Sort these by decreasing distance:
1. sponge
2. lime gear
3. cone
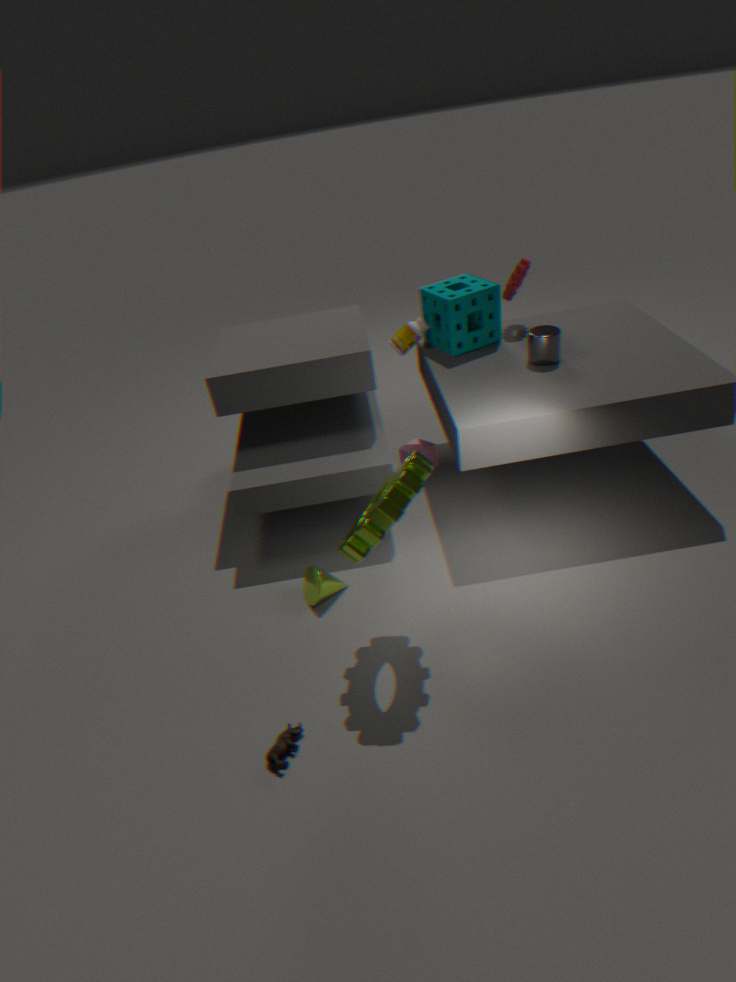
sponge < cone < lime gear
